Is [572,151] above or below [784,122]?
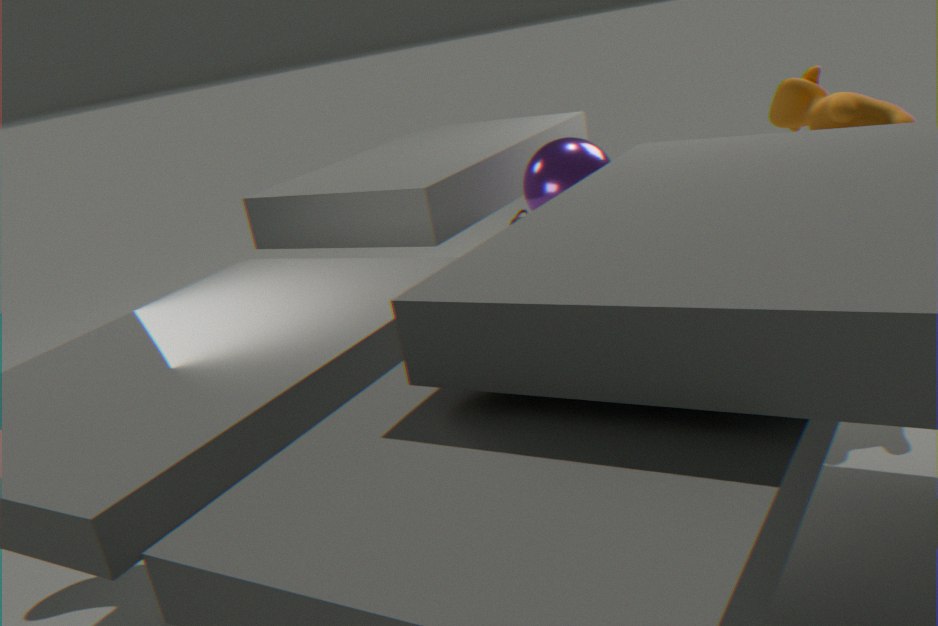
below
